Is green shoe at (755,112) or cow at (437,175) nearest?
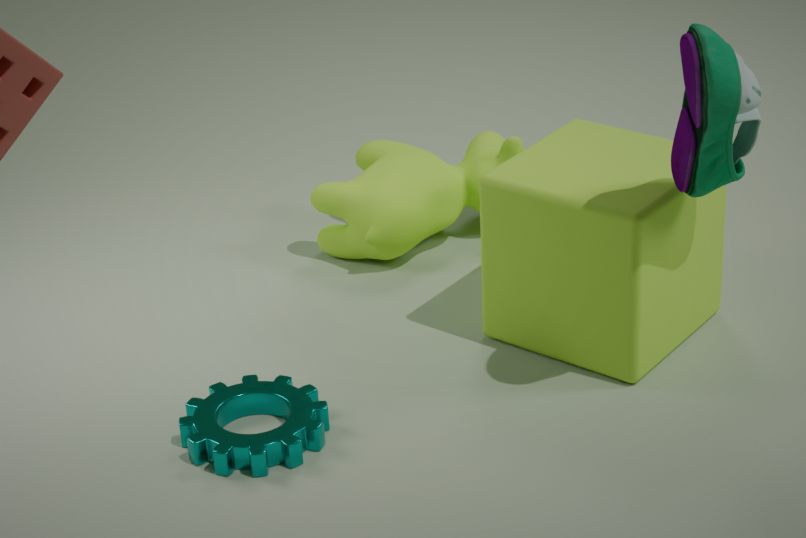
green shoe at (755,112)
